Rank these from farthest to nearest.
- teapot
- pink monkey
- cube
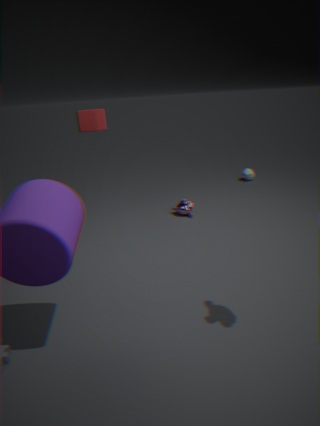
teapot, pink monkey, cube
